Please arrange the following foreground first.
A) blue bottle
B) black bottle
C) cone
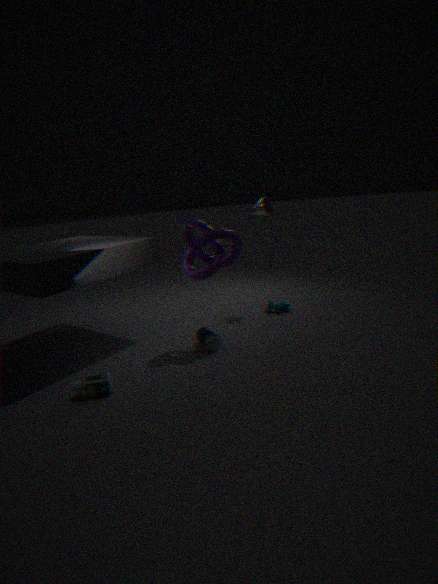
1. black bottle
2. blue bottle
3. cone
